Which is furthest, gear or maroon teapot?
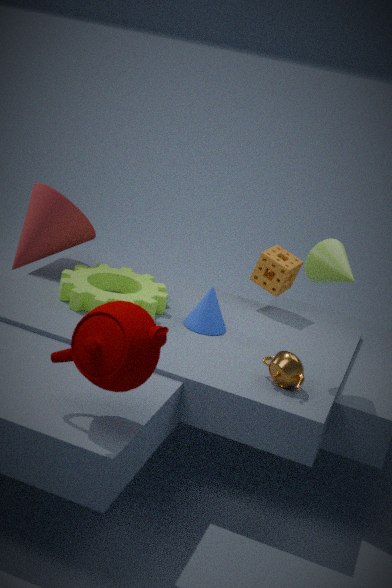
gear
